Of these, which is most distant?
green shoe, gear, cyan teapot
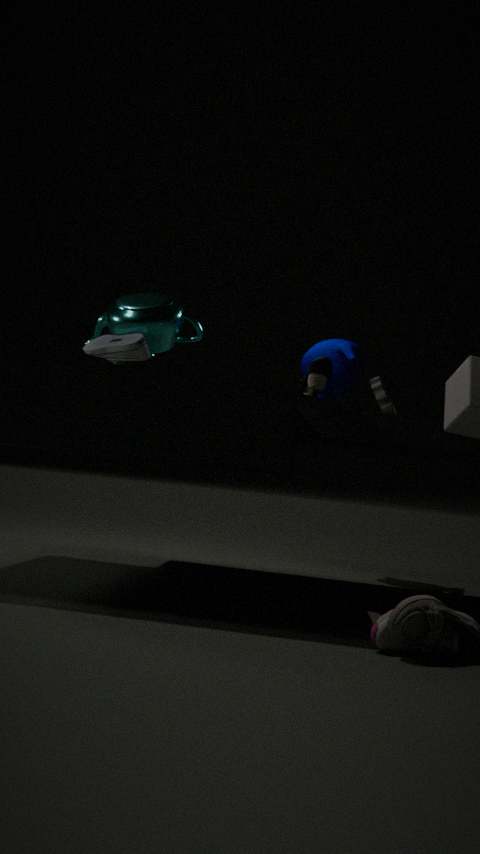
gear
